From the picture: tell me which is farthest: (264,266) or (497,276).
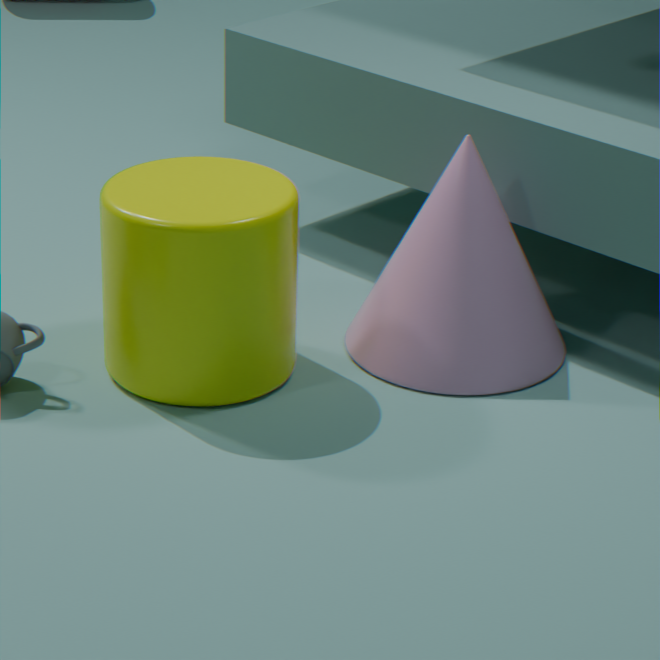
(497,276)
